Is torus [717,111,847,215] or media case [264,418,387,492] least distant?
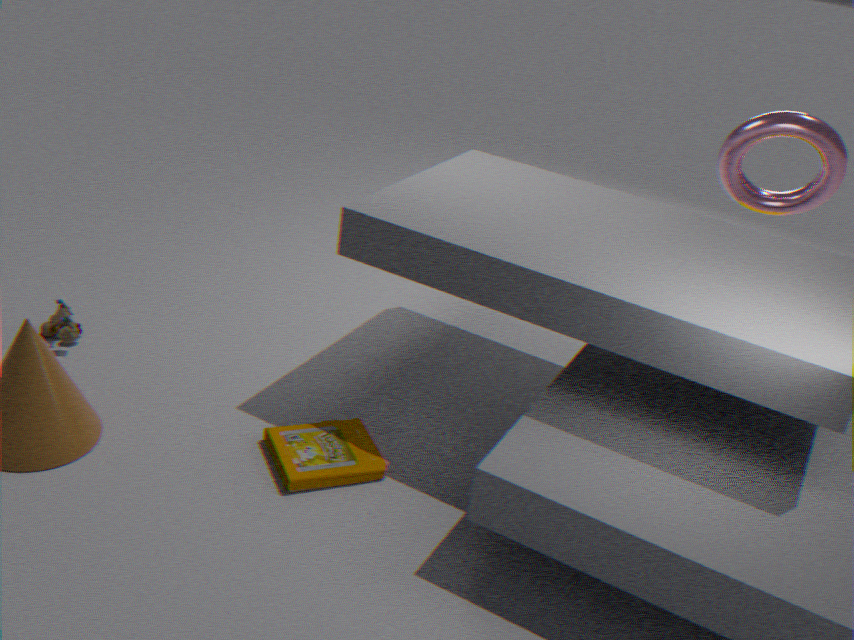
media case [264,418,387,492]
